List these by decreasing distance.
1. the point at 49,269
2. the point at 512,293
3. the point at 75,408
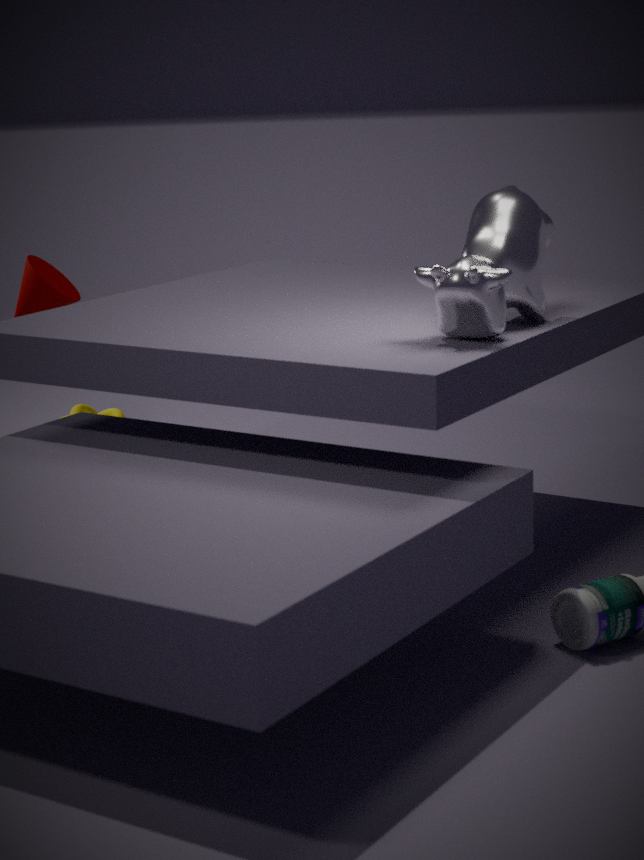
the point at 75,408 → the point at 49,269 → the point at 512,293
